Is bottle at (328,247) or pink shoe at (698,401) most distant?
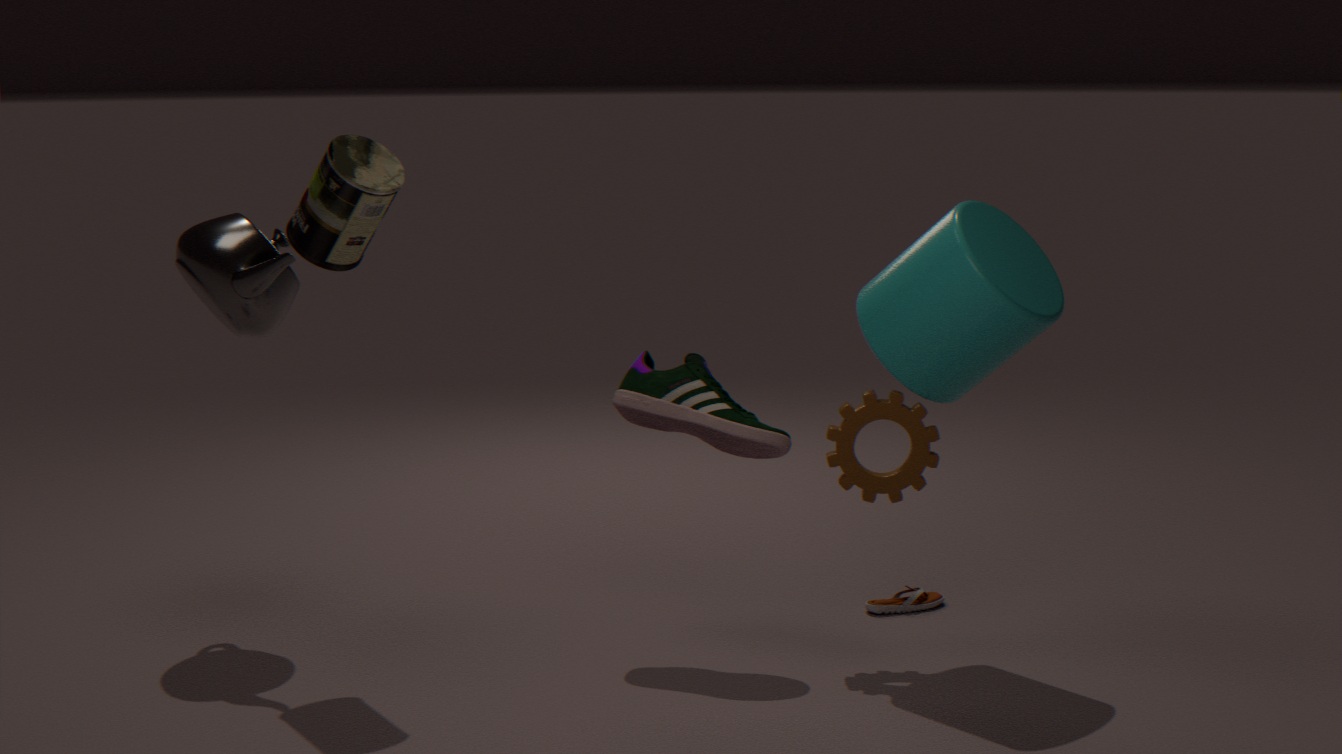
pink shoe at (698,401)
